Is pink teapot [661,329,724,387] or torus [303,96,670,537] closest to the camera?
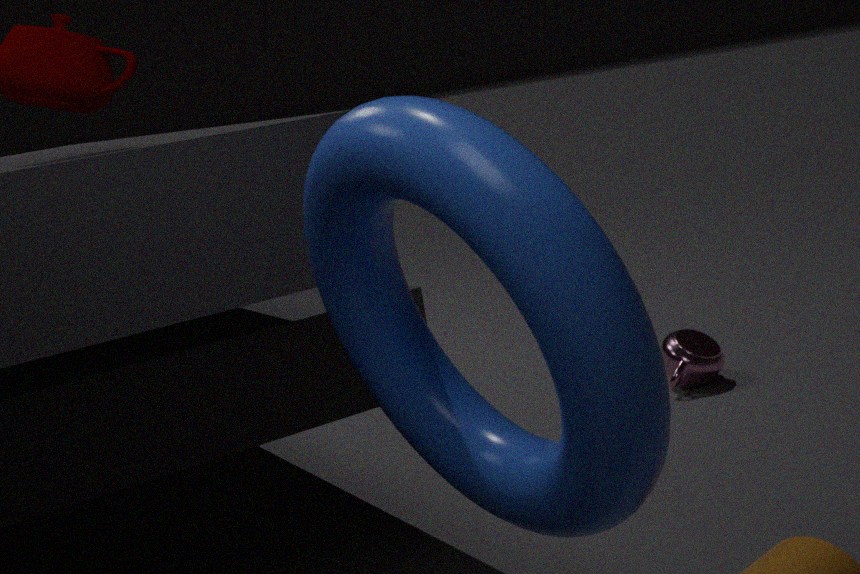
torus [303,96,670,537]
